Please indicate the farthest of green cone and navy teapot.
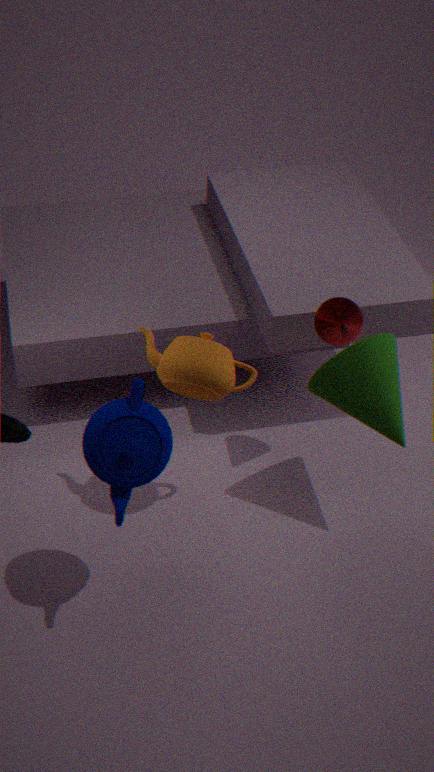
green cone
